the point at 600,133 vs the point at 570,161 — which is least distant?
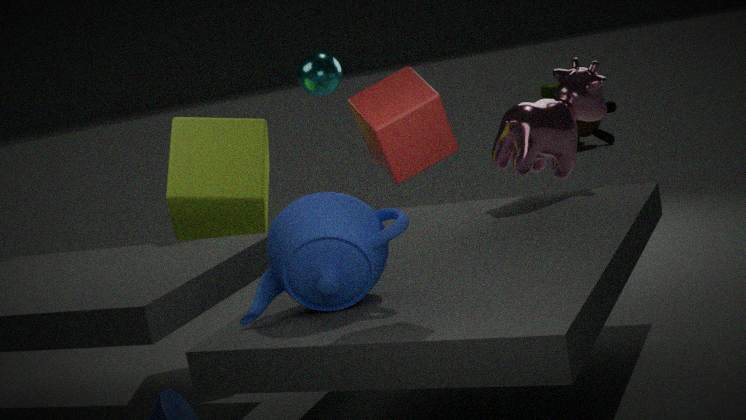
the point at 570,161
